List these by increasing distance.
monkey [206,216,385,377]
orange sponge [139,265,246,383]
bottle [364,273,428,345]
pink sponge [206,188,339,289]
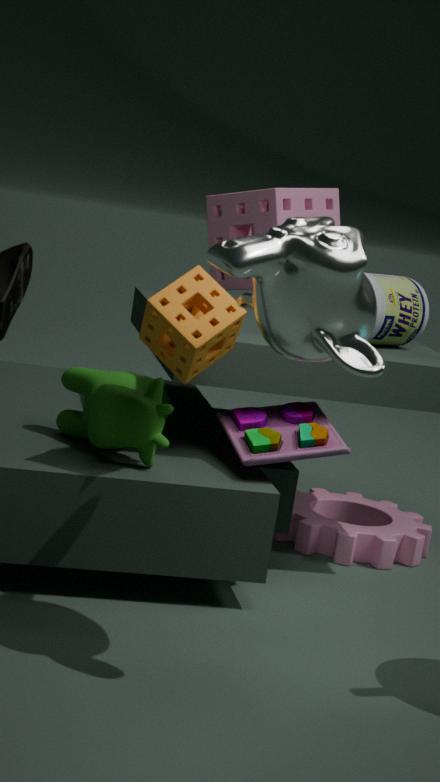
monkey [206,216,385,377]
orange sponge [139,265,246,383]
bottle [364,273,428,345]
pink sponge [206,188,339,289]
